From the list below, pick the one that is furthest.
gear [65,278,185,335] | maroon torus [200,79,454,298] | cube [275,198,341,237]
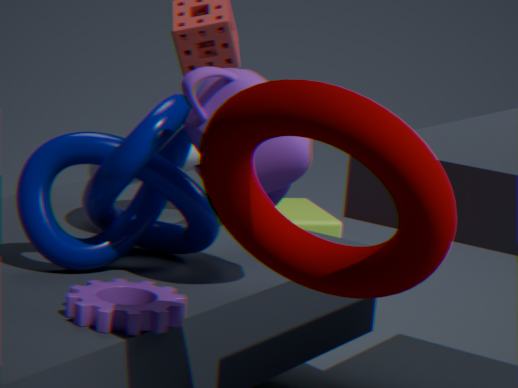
cube [275,198,341,237]
